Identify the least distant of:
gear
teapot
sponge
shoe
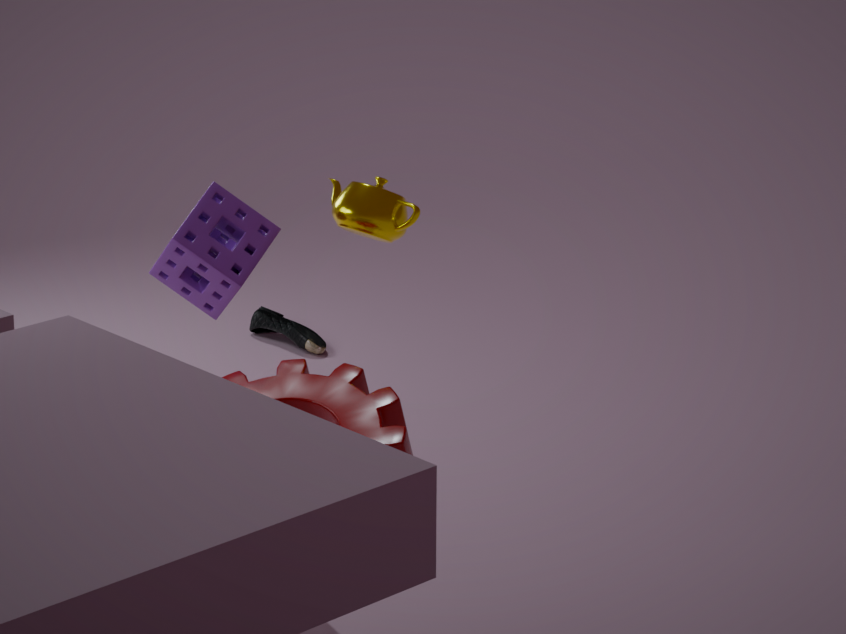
gear
